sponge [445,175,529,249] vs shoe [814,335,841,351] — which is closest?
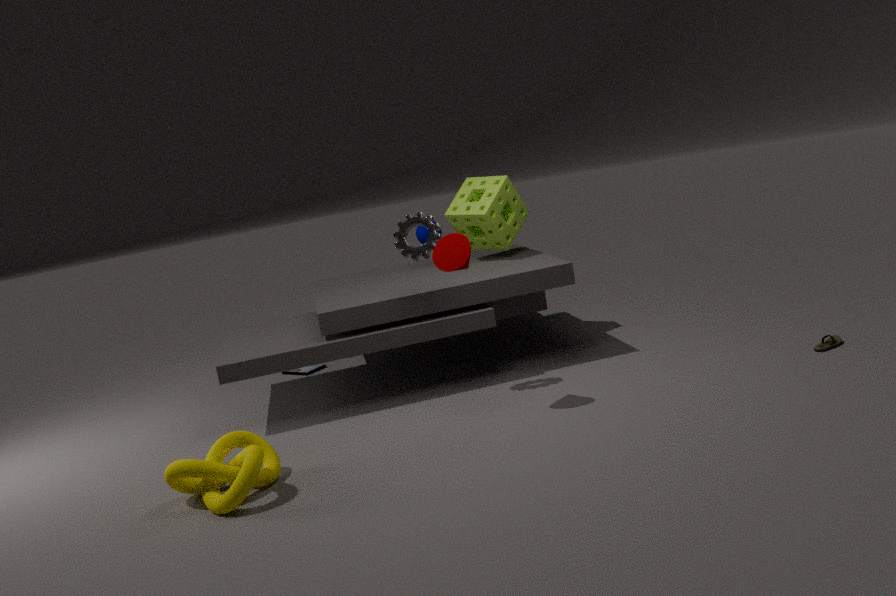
shoe [814,335,841,351]
